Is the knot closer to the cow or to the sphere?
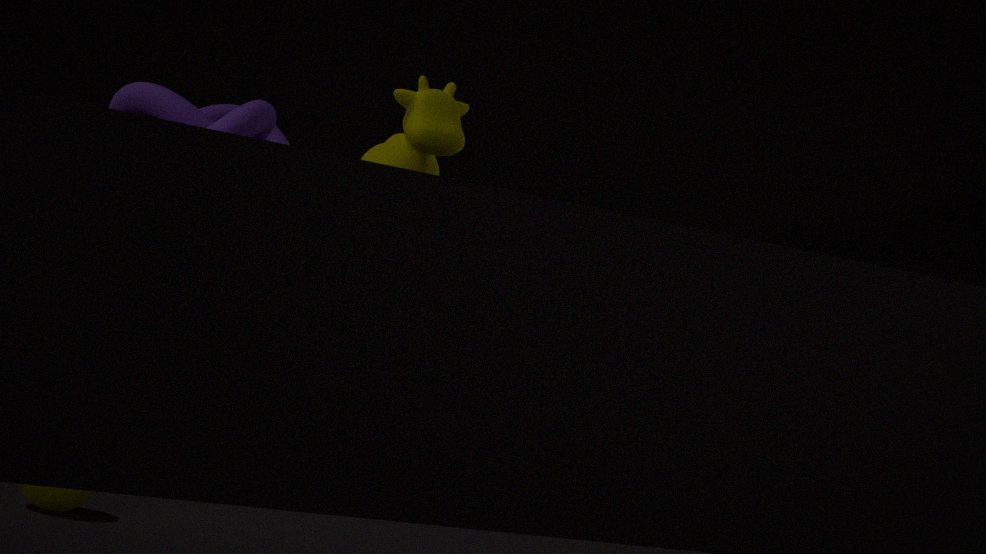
the cow
